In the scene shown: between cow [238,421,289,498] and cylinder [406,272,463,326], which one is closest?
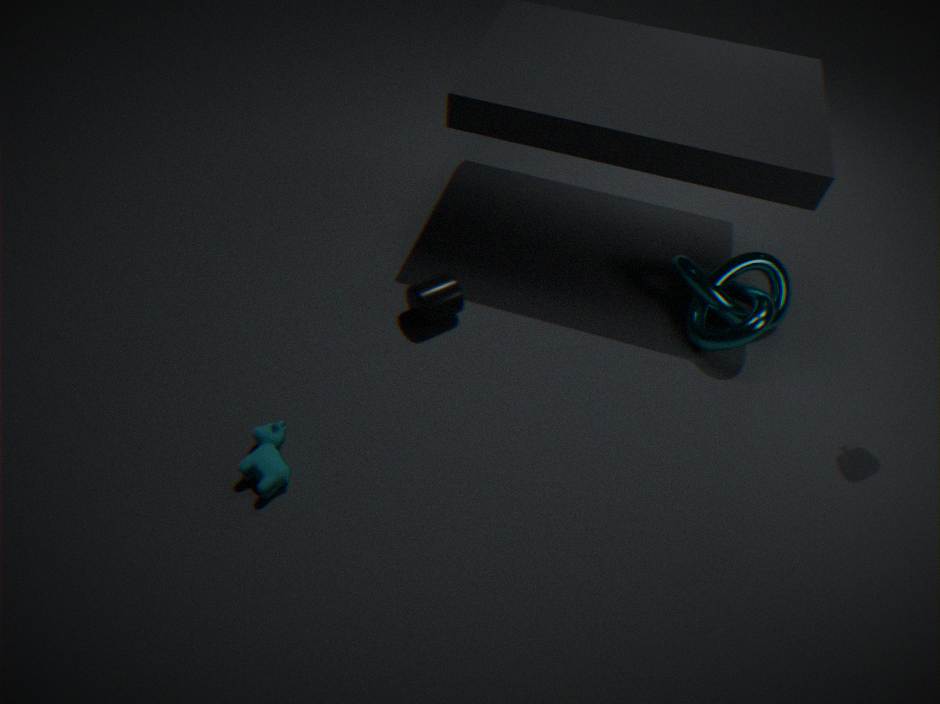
cow [238,421,289,498]
